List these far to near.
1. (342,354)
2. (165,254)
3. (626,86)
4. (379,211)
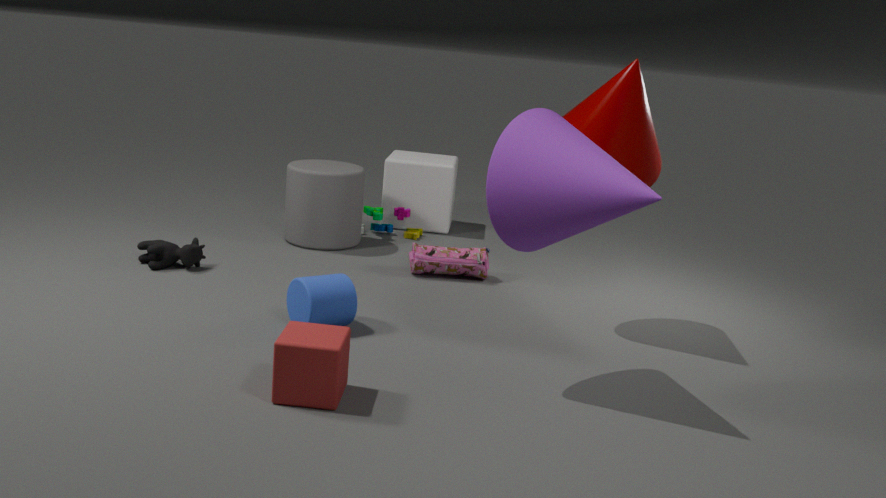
(379,211), (165,254), (626,86), (342,354)
